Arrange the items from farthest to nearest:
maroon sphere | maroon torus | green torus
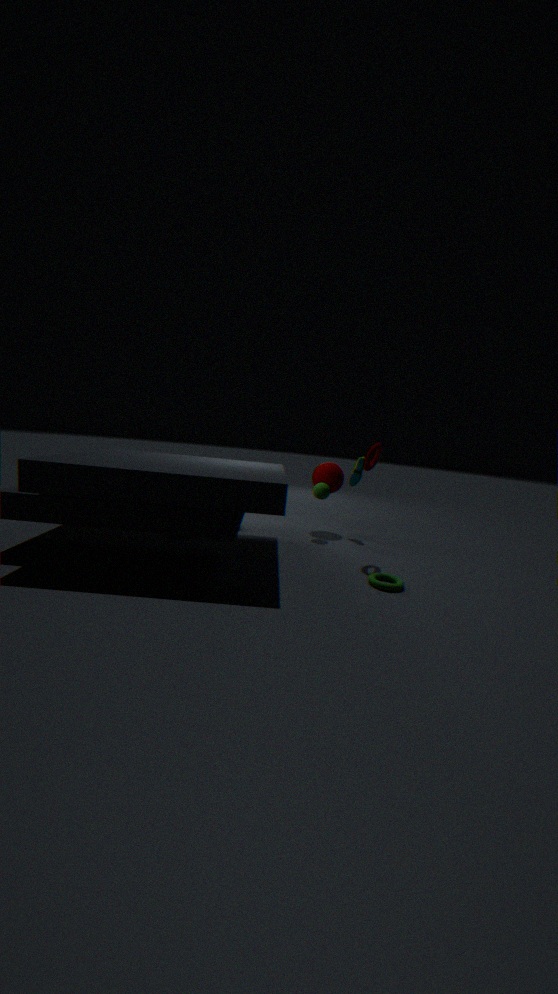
maroon sphere → maroon torus → green torus
